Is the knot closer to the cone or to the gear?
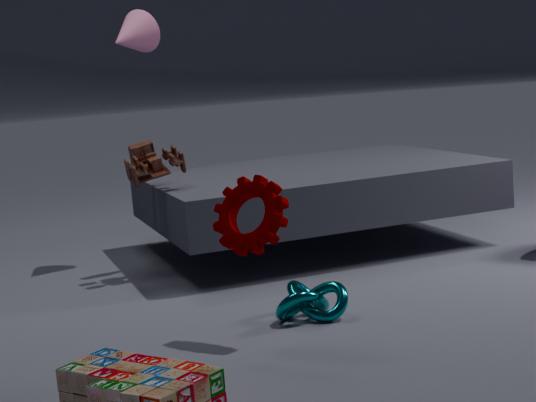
the gear
